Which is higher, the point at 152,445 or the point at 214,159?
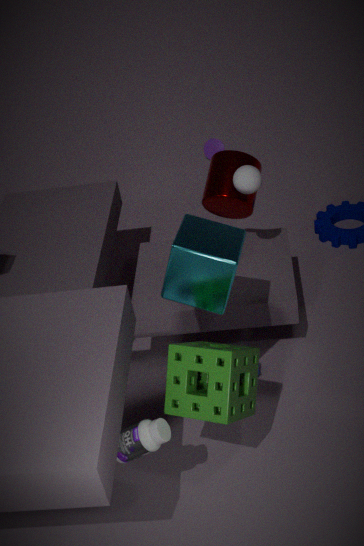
the point at 214,159
